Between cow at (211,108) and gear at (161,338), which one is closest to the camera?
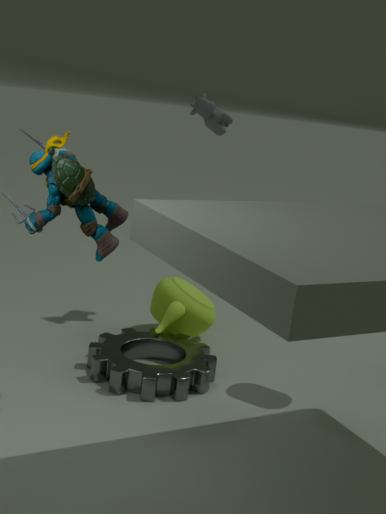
gear at (161,338)
